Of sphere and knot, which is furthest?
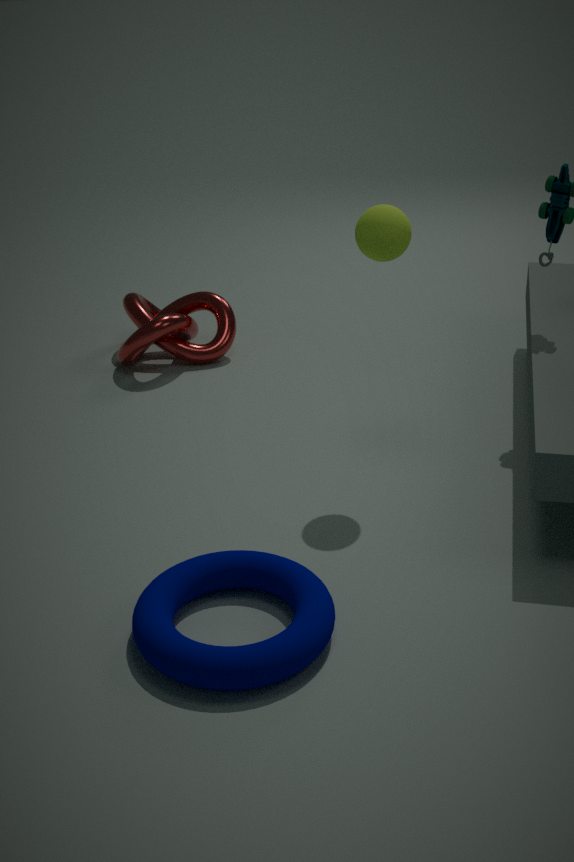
knot
